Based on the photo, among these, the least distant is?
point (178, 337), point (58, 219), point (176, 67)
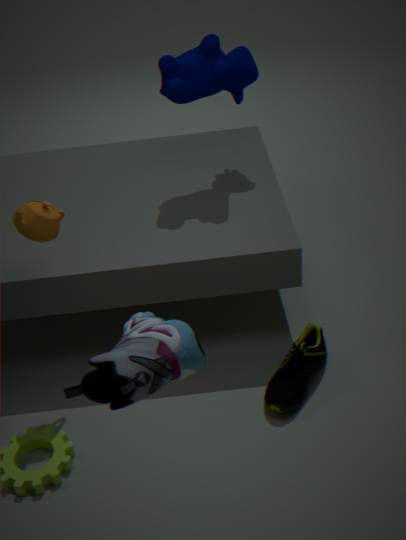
point (178, 337)
